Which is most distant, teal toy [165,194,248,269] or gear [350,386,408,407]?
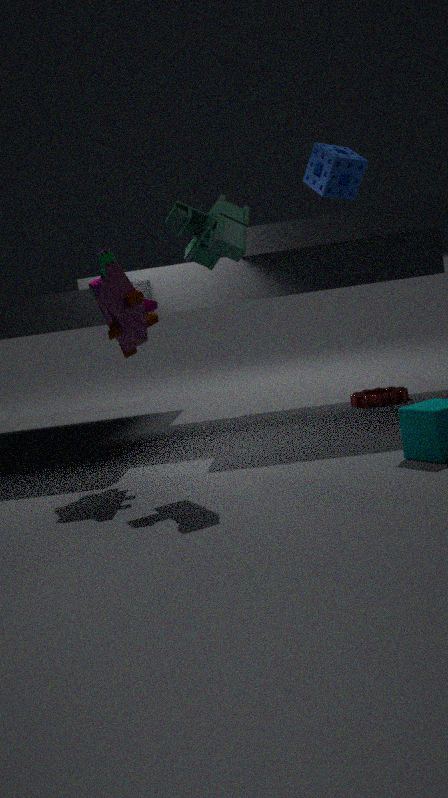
gear [350,386,408,407]
